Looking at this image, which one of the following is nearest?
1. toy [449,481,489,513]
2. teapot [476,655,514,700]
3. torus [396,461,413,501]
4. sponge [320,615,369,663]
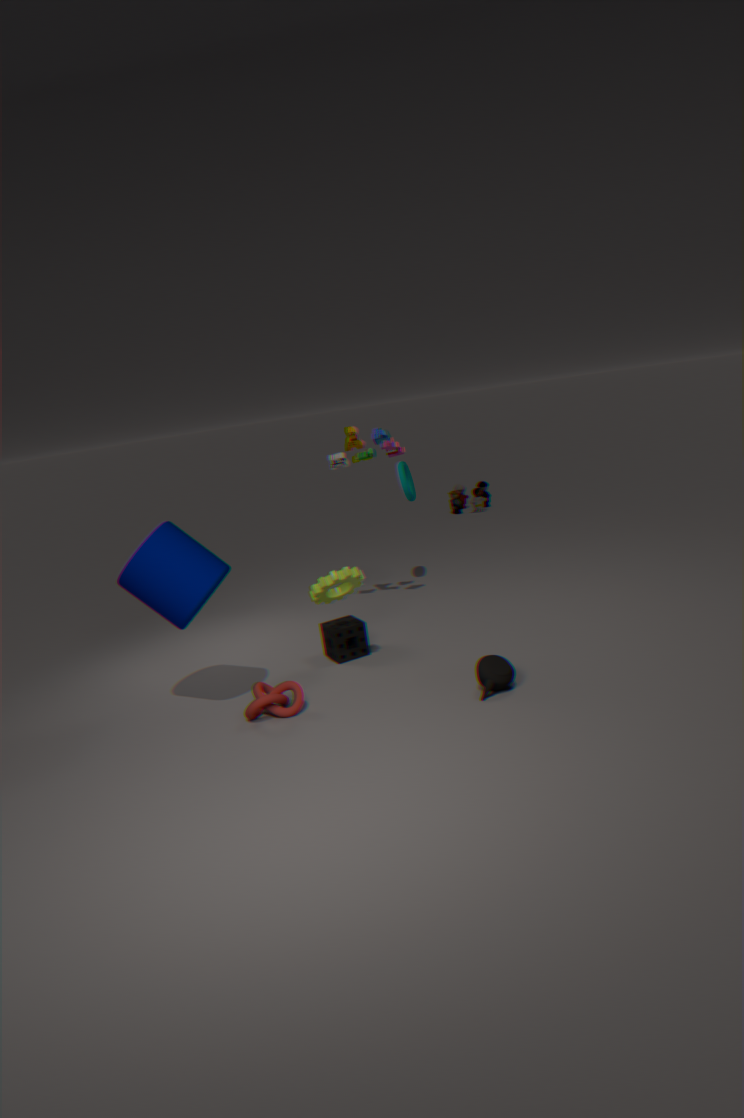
teapot [476,655,514,700]
